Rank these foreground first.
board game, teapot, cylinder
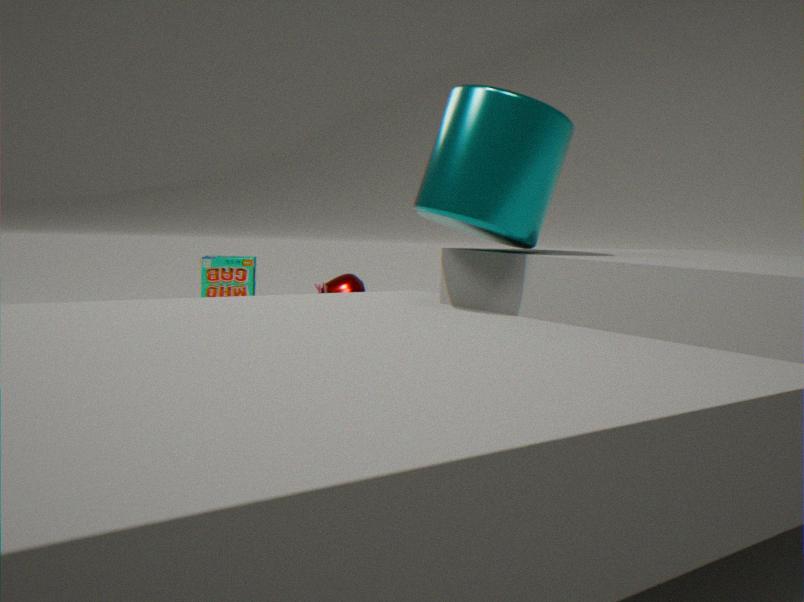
cylinder → teapot → board game
